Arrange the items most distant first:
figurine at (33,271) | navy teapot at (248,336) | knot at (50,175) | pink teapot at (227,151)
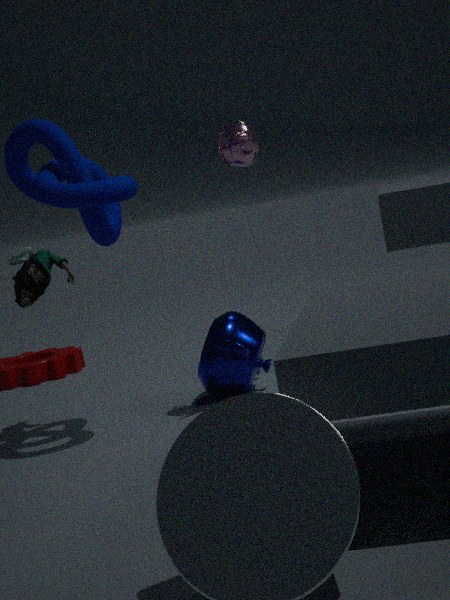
navy teapot at (248,336) < figurine at (33,271) < pink teapot at (227,151) < knot at (50,175)
